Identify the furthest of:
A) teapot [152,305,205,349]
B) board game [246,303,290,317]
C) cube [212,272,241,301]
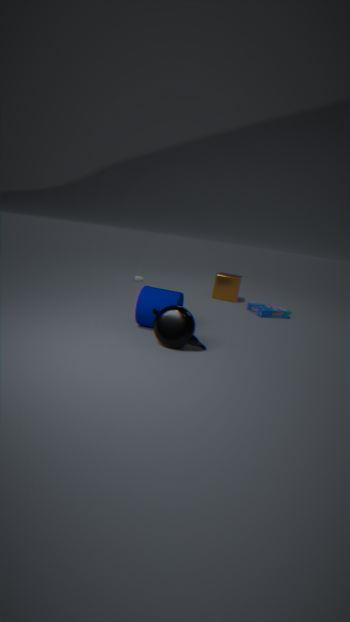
C. cube [212,272,241,301]
